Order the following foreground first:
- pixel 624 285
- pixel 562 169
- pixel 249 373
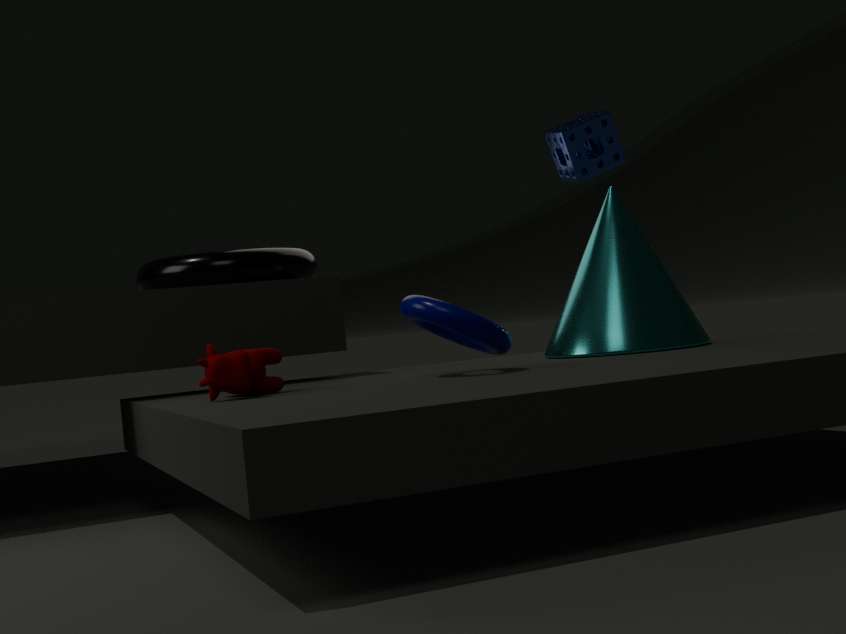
pixel 249 373 < pixel 624 285 < pixel 562 169
